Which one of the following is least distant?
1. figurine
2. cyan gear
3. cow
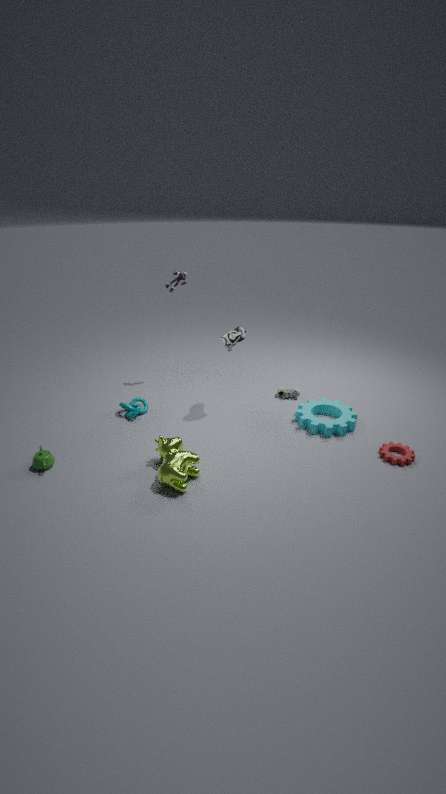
cow
